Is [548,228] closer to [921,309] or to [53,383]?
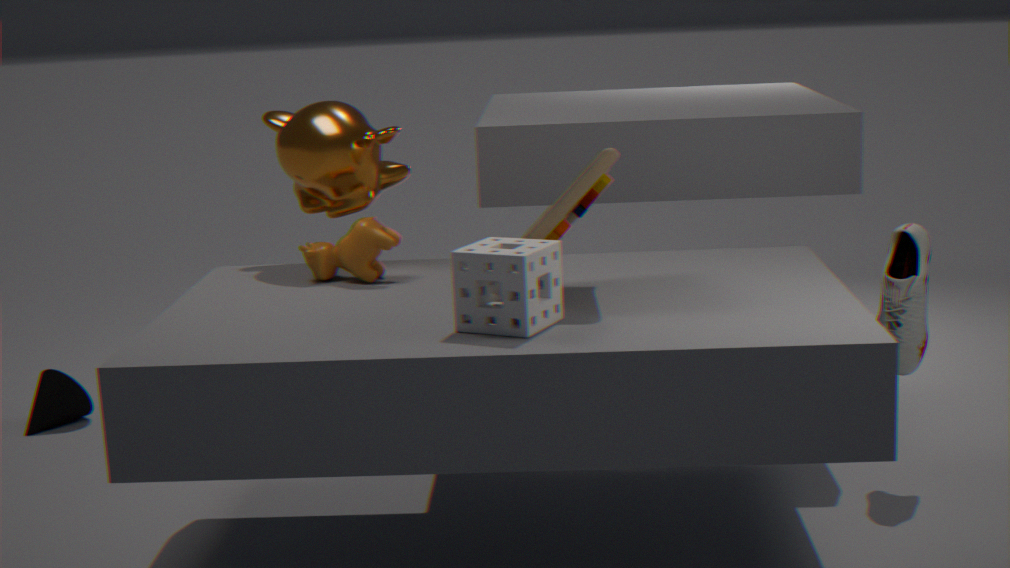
[921,309]
